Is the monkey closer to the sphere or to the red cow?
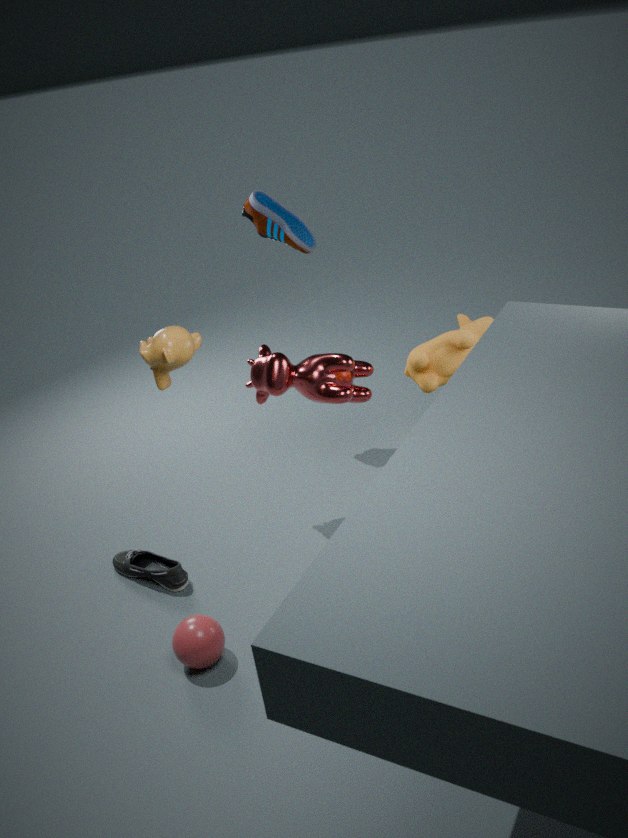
the red cow
